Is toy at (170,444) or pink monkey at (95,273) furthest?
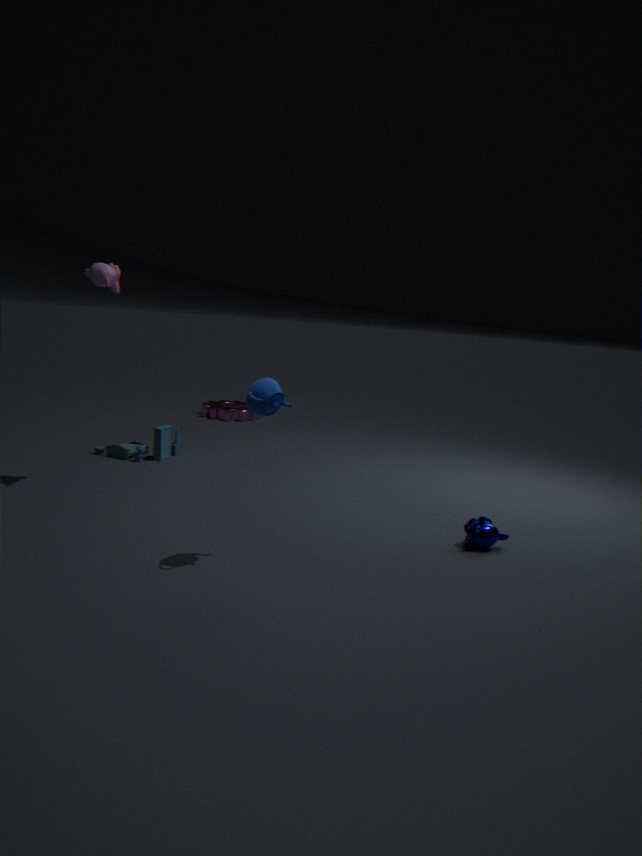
toy at (170,444)
